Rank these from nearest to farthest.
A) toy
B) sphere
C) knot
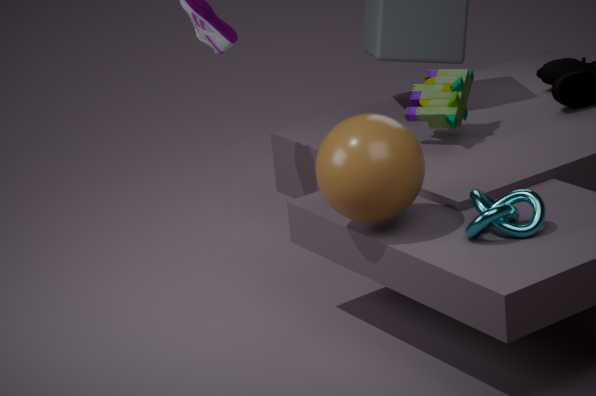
knot
sphere
toy
